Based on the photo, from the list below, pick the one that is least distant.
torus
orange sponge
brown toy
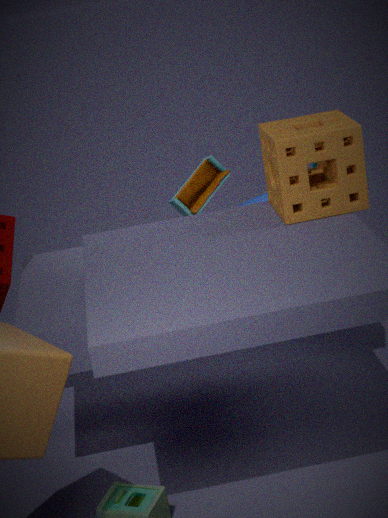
orange sponge
